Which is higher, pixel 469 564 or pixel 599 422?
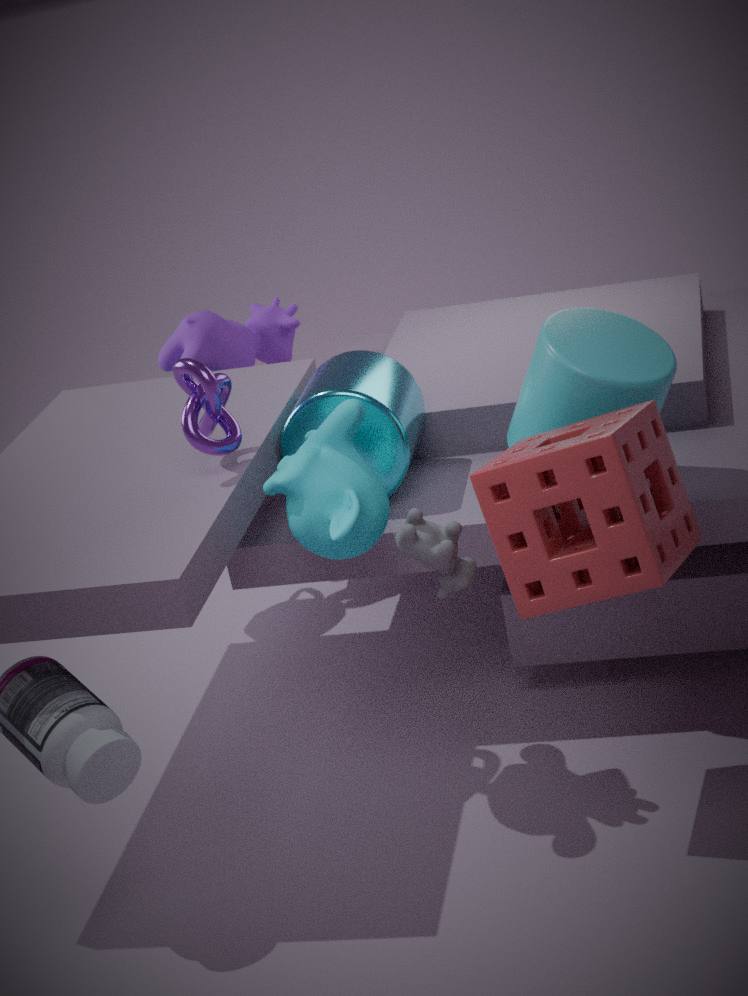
pixel 599 422
